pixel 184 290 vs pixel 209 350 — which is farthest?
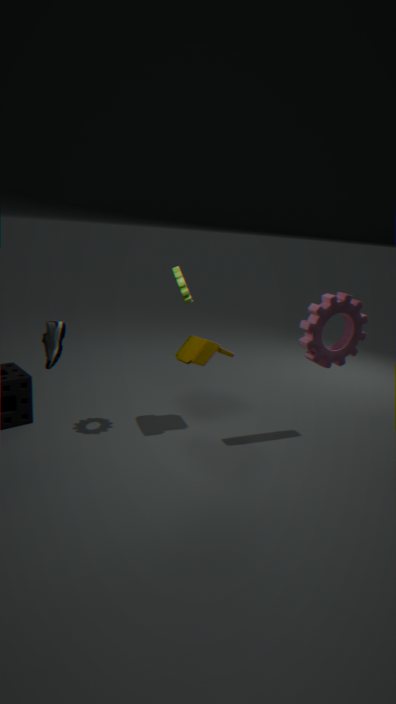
pixel 209 350
